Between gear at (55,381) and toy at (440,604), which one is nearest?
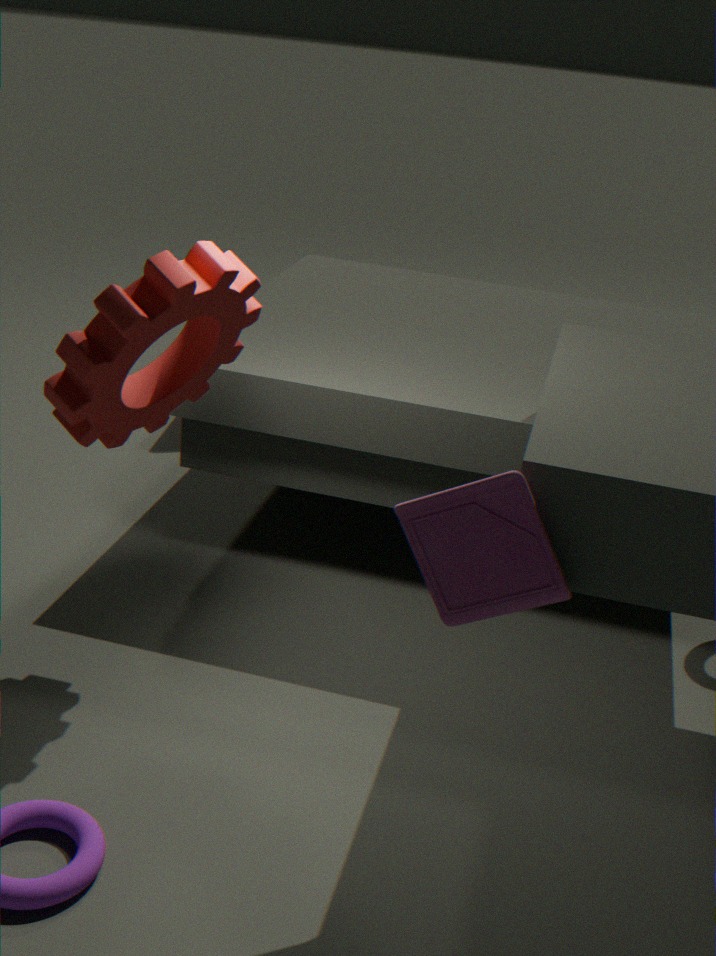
toy at (440,604)
